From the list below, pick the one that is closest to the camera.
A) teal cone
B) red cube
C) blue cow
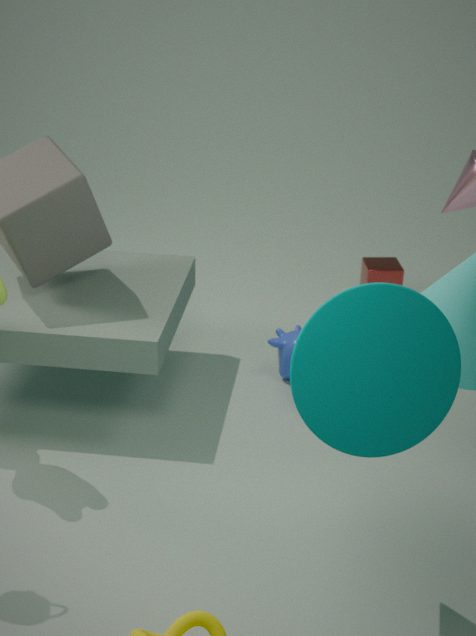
teal cone
